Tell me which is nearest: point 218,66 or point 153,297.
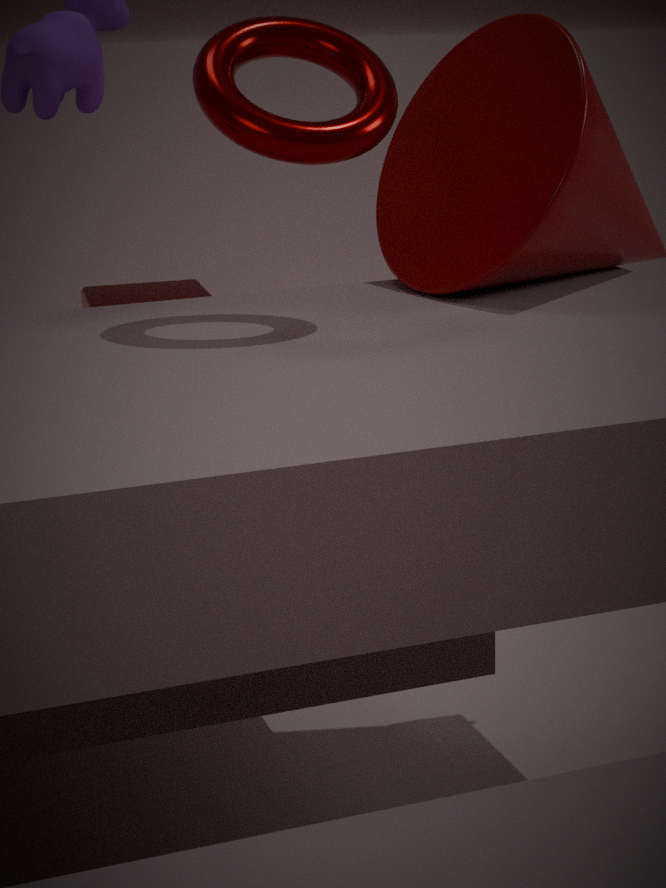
point 218,66
